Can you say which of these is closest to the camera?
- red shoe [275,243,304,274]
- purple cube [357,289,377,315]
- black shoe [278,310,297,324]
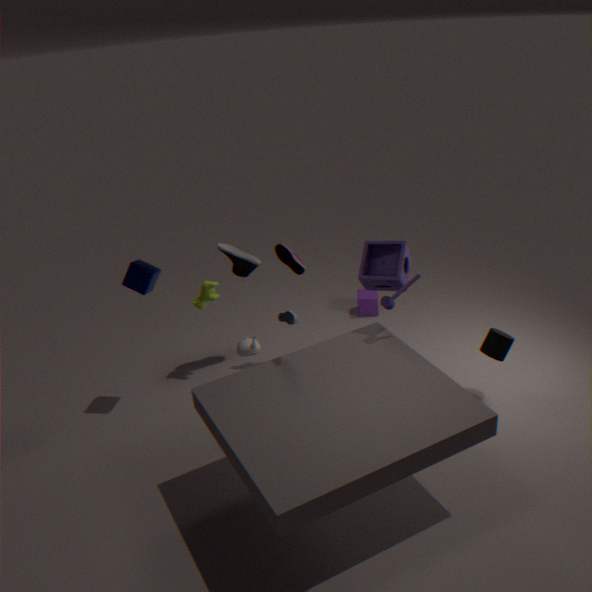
black shoe [278,310,297,324]
